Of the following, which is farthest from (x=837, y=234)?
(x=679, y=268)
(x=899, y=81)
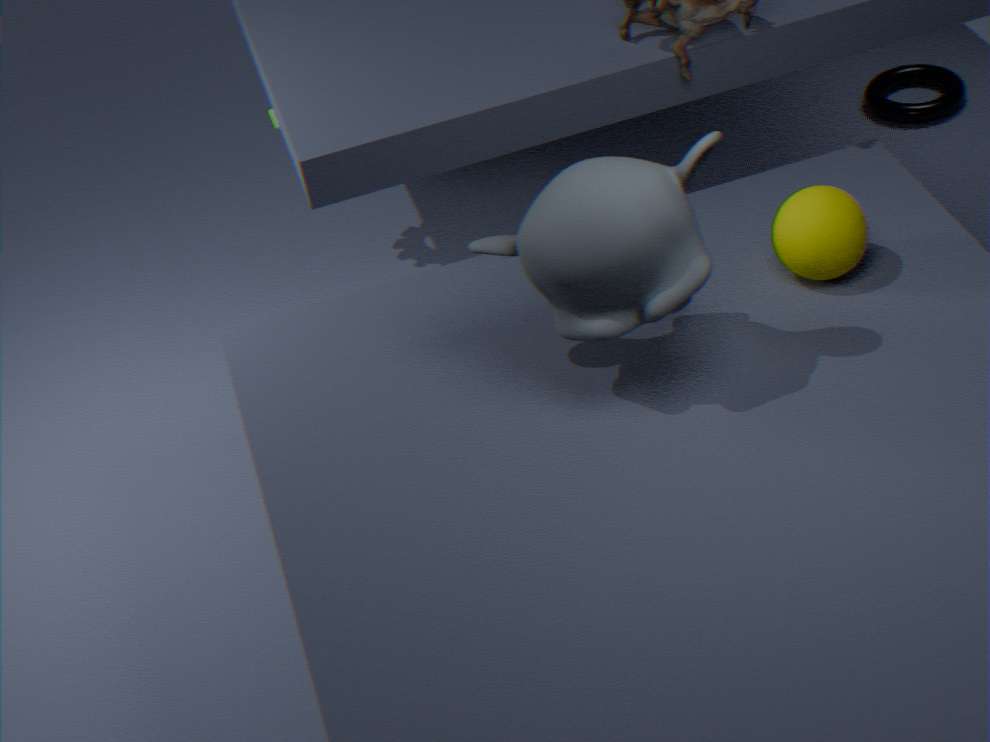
(x=899, y=81)
